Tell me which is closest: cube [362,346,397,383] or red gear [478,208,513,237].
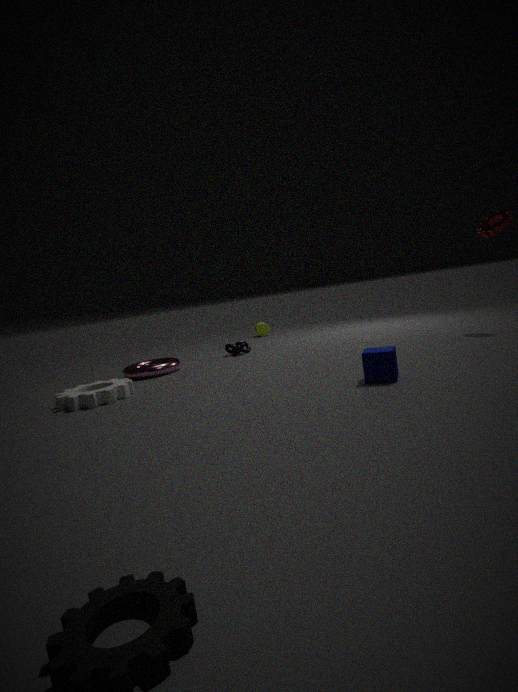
cube [362,346,397,383]
